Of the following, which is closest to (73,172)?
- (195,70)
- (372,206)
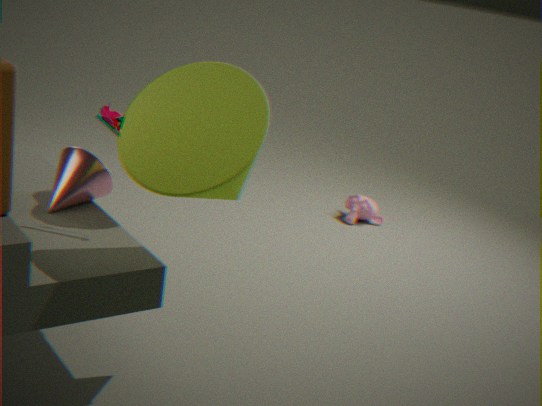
(195,70)
